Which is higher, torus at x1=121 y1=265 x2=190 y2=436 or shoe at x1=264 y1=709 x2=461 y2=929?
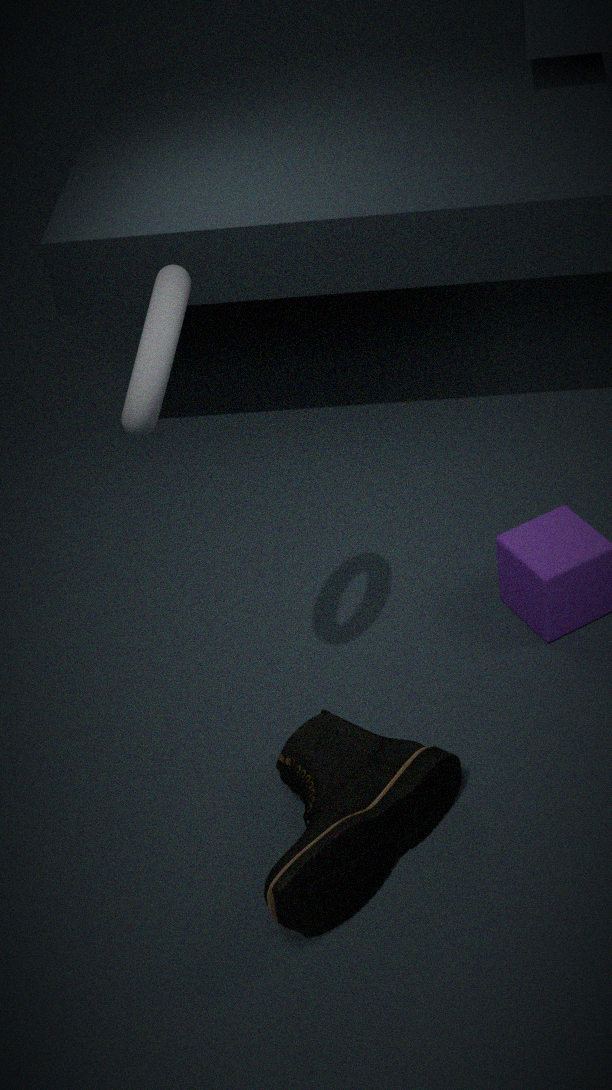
torus at x1=121 y1=265 x2=190 y2=436
